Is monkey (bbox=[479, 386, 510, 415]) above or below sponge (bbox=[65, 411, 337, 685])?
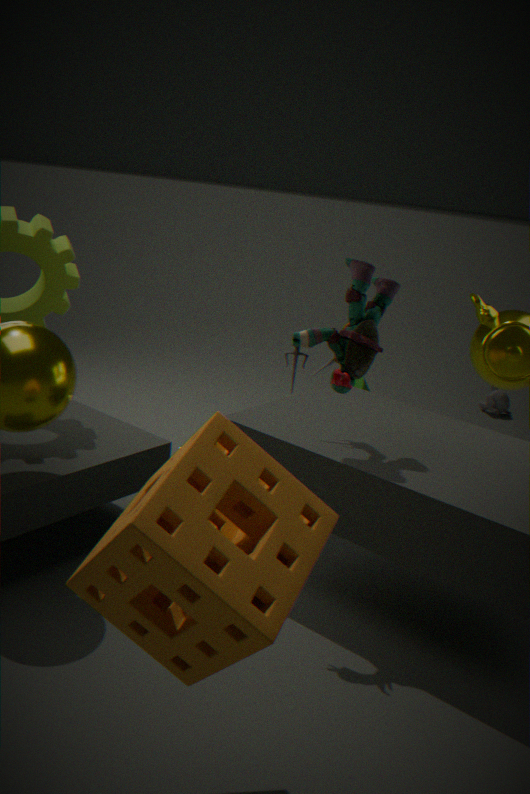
below
